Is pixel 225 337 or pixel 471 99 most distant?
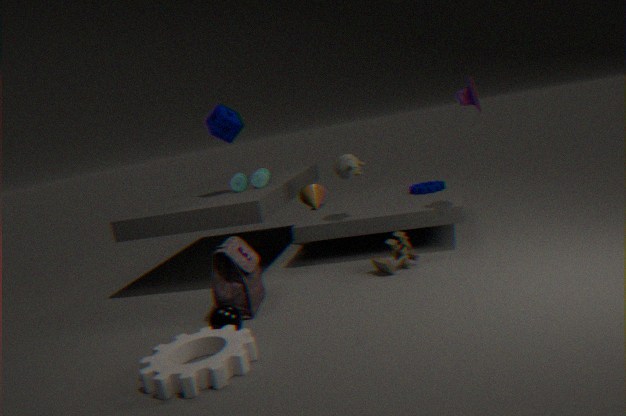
pixel 471 99
